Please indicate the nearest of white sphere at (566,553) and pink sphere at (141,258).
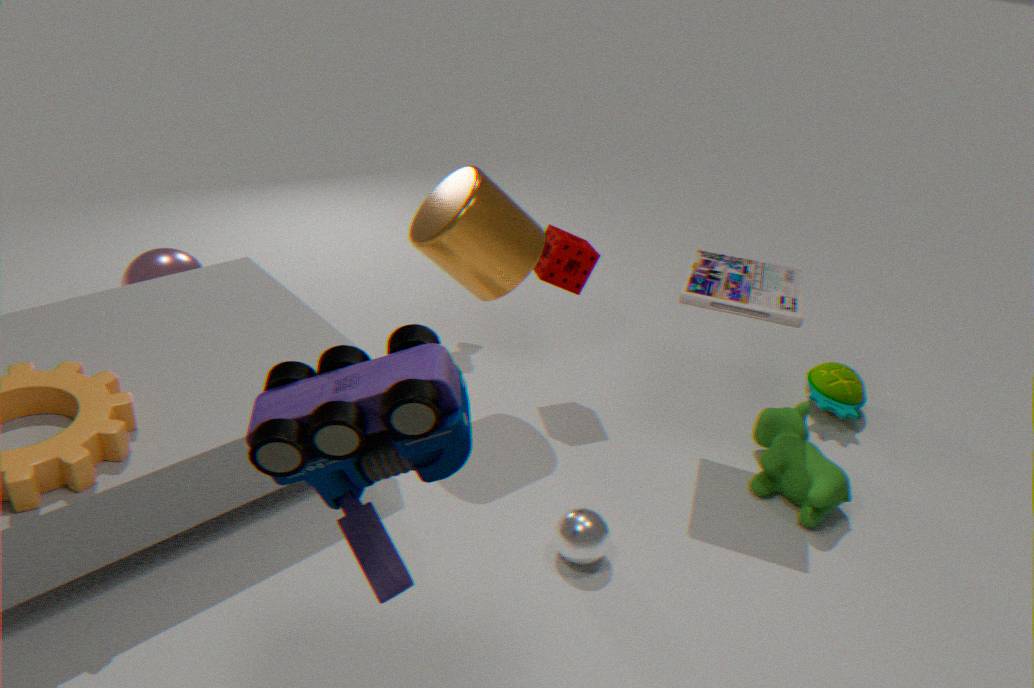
white sphere at (566,553)
